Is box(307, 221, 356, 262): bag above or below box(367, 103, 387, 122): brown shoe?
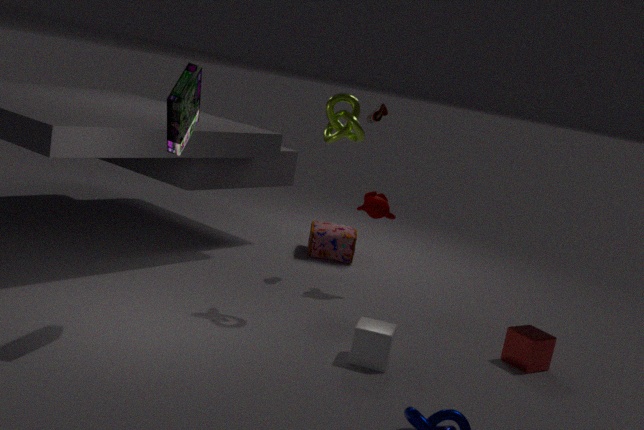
below
